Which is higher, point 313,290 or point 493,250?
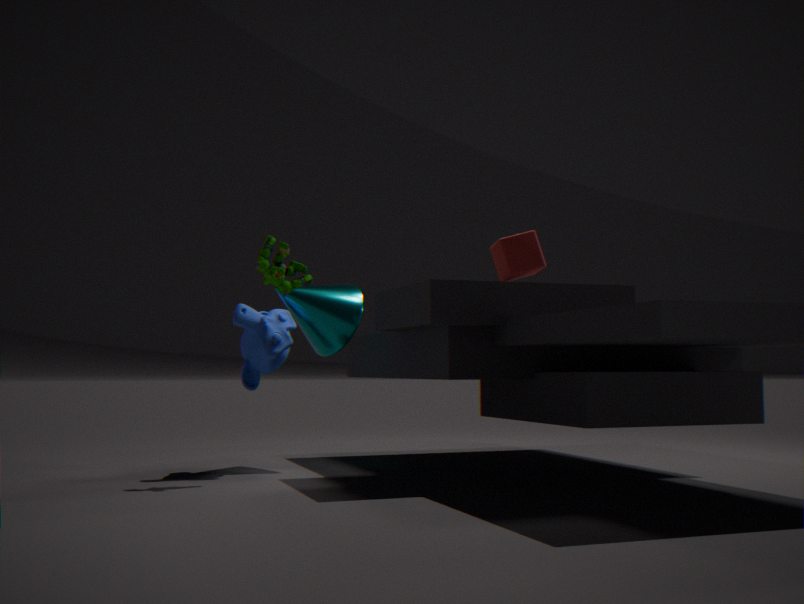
point 493,250
